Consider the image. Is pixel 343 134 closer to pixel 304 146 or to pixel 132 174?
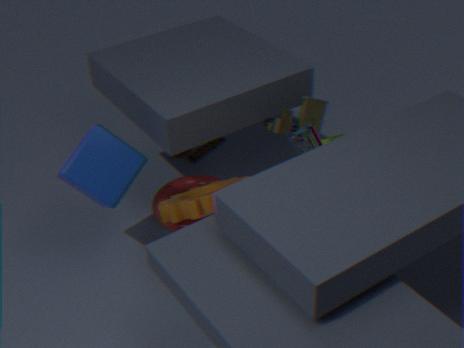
Result: pixel 304 146
